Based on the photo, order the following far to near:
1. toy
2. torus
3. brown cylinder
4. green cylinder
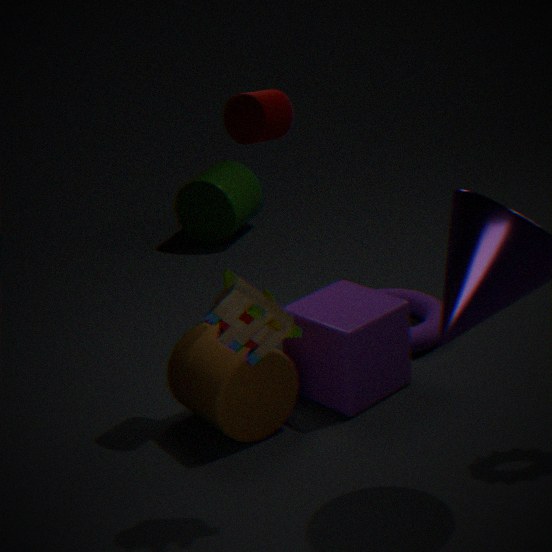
green cylinder < torus < brown cylinder < toy
